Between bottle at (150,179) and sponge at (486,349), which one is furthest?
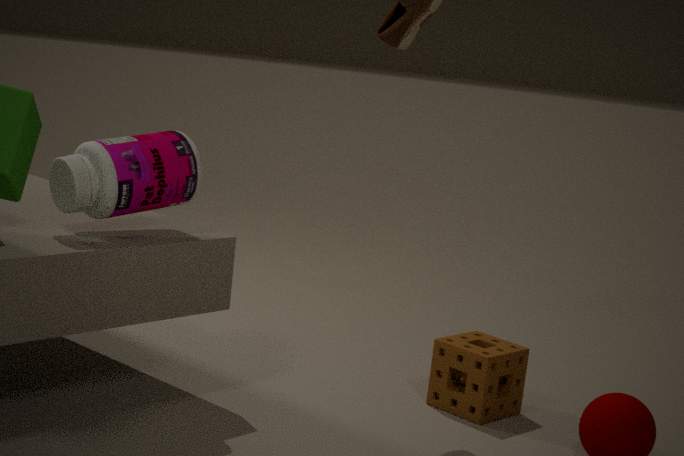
sponge at (486,349)
